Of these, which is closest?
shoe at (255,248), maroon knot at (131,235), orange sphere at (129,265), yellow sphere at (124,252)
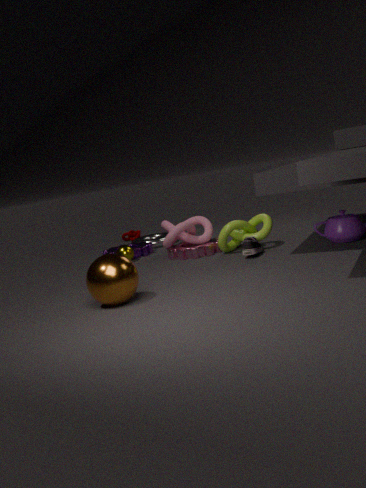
orange sphere at (129,265)
